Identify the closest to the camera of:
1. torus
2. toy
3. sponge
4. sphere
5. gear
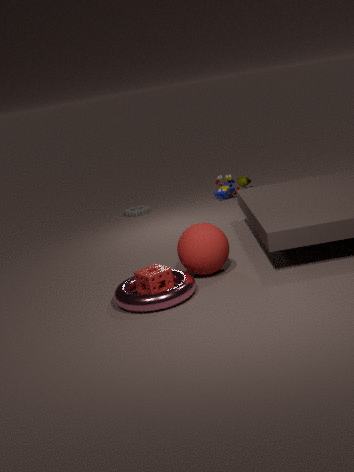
torus
